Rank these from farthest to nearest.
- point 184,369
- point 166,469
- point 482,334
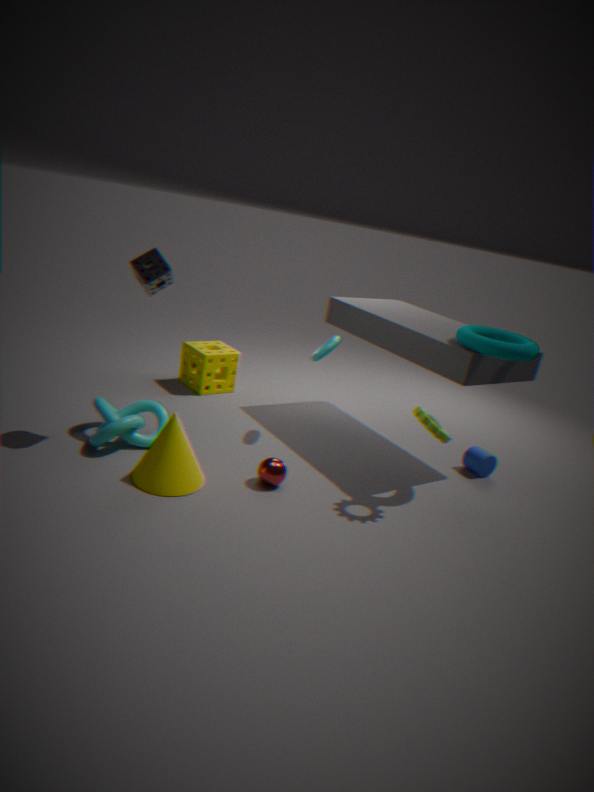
point 184,369
point 482,334
point 166,469
